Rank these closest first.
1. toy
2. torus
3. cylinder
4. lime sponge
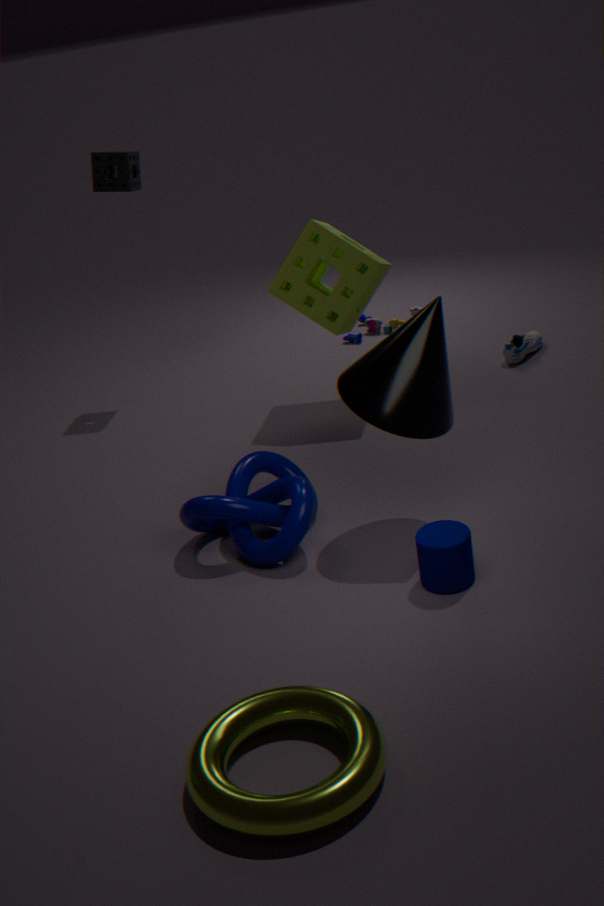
torus < cylinder < lime sponge < toy
